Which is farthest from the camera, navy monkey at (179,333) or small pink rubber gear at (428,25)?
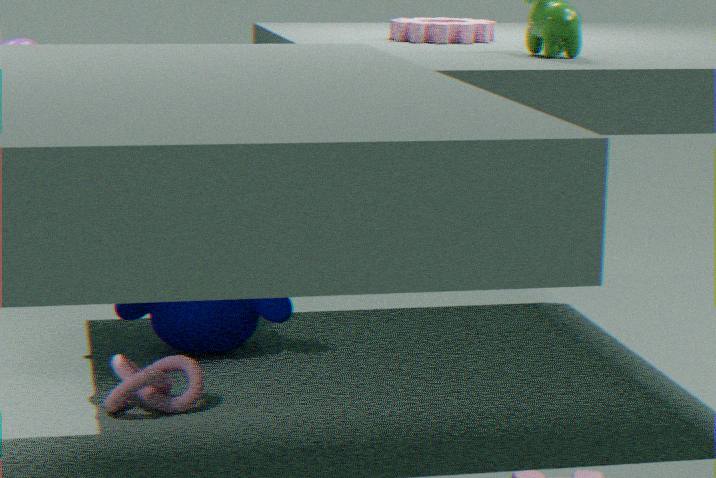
navy monkey at (179,333)
